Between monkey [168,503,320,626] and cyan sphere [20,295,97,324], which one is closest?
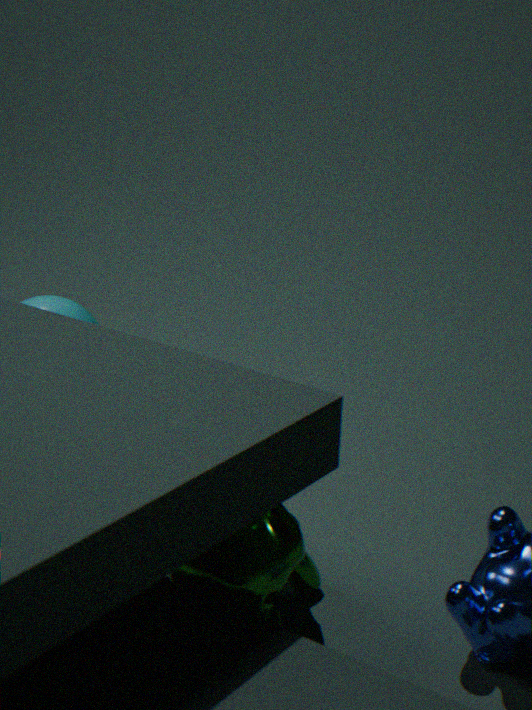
monkey [168,503,320,626]
